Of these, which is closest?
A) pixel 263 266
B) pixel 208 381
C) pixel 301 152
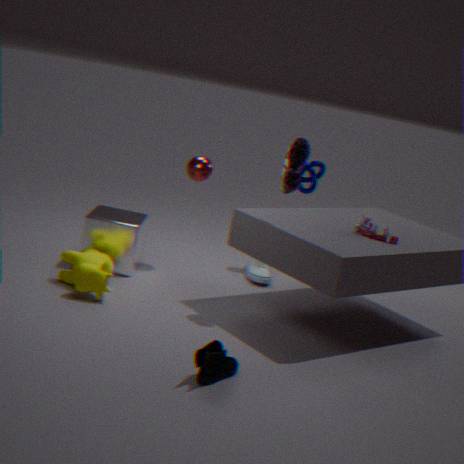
pixel 208 381
